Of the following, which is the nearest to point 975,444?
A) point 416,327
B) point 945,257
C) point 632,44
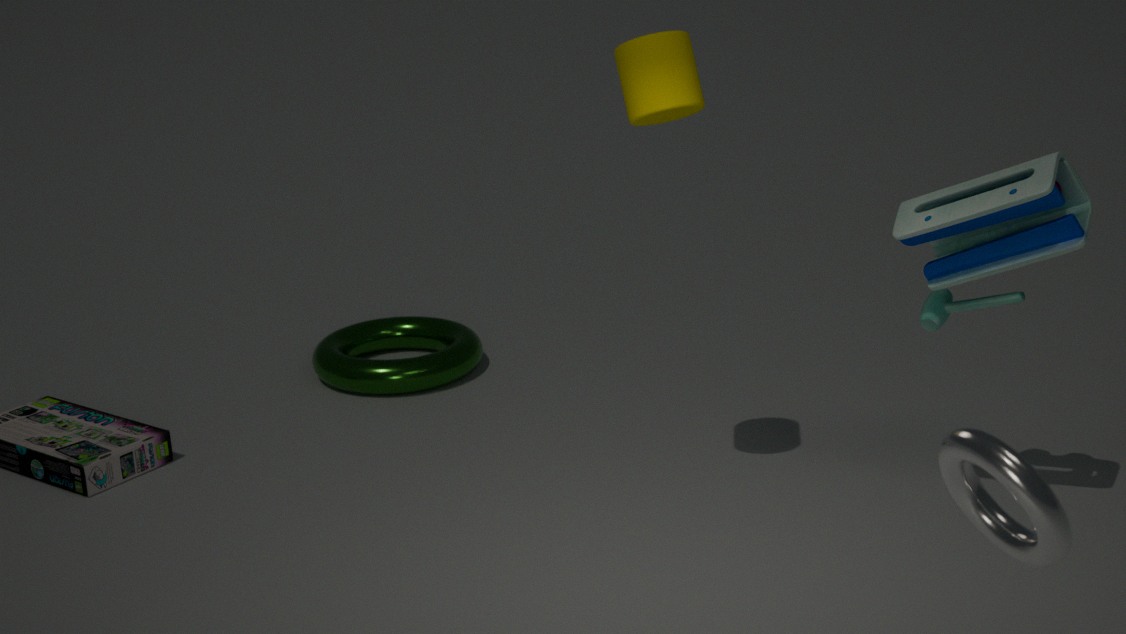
point 945,257
